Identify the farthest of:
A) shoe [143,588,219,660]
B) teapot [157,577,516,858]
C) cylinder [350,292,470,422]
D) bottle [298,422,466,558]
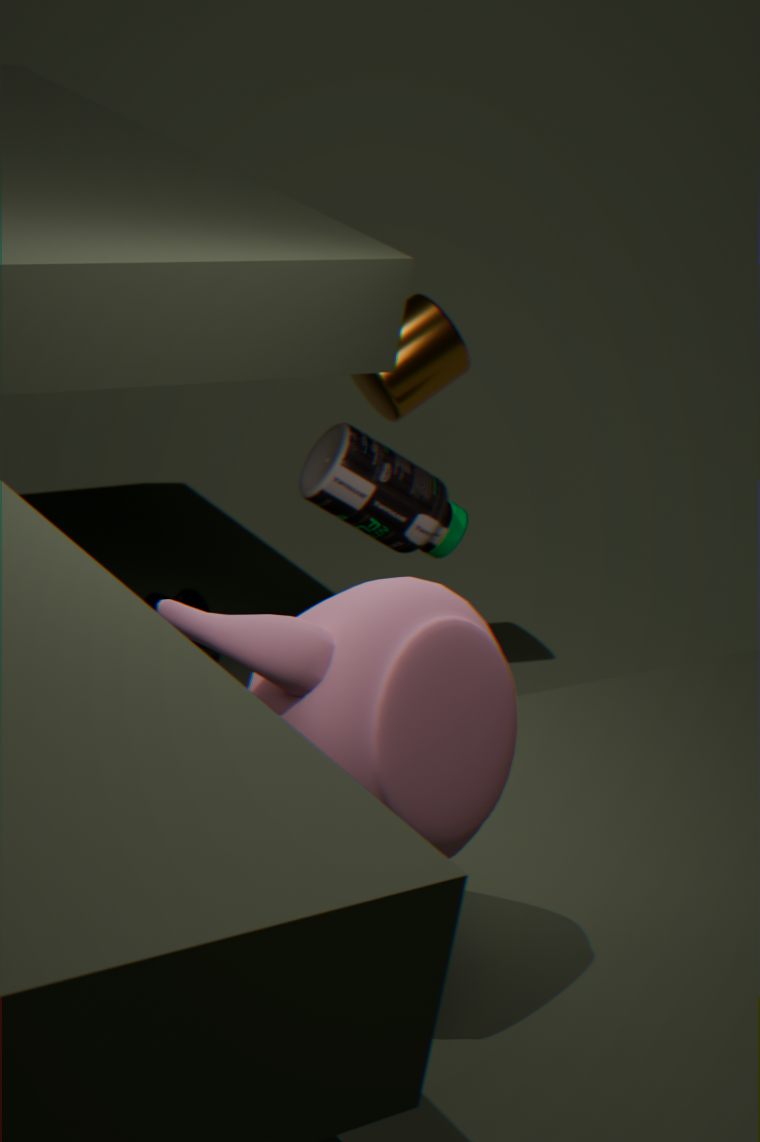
shoe [143,588,219,660]
